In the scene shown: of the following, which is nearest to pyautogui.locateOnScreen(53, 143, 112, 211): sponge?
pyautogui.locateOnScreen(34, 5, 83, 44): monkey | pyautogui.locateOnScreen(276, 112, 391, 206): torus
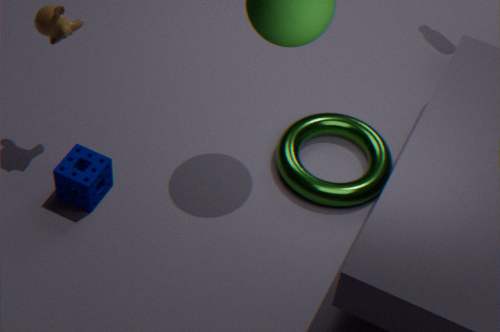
pyautogui.locateOnScreen(34, 5, 83, 44): monkey
